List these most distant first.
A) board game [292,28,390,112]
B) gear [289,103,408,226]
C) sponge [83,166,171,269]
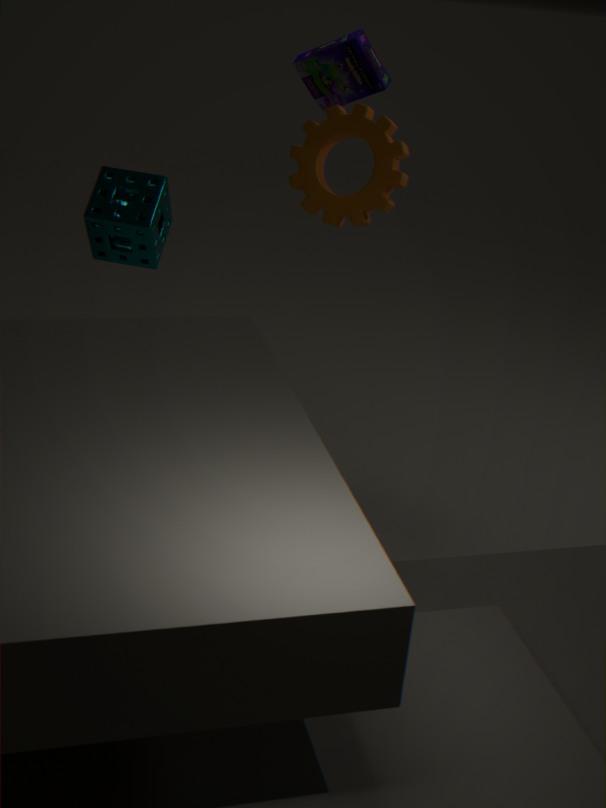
board game [292,28,390,112] → sponge [83,166,171,269] → gear [289,103,408,226]
